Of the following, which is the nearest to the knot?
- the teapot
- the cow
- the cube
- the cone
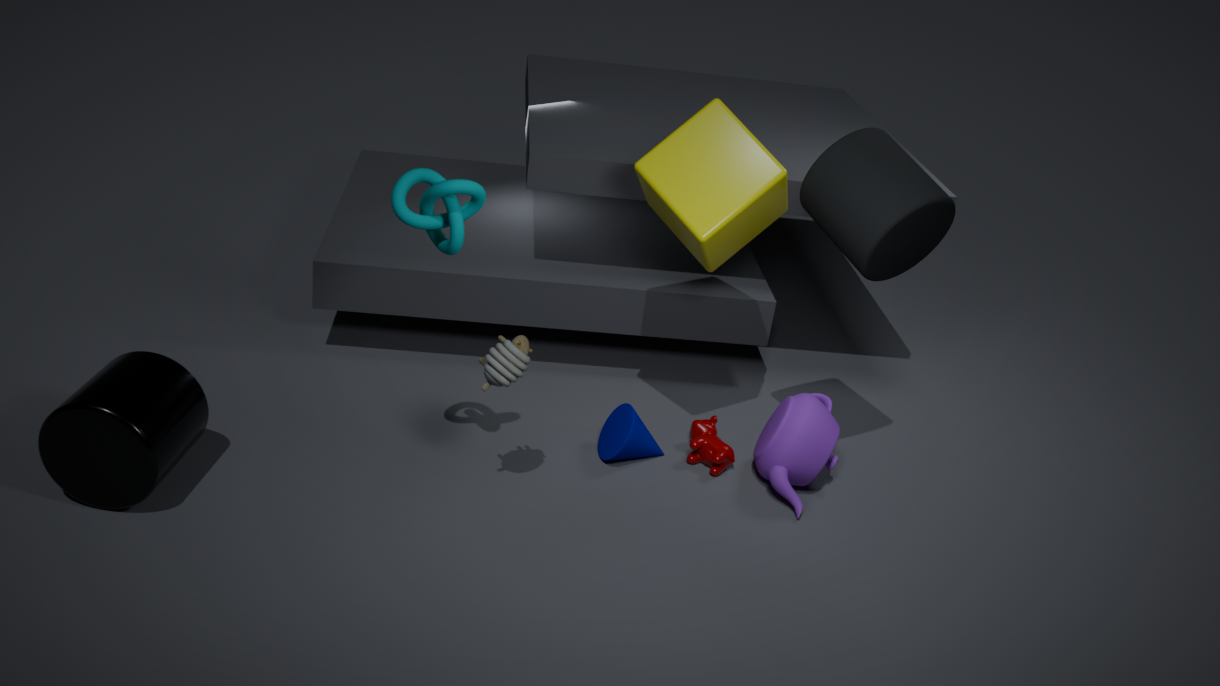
the cube
